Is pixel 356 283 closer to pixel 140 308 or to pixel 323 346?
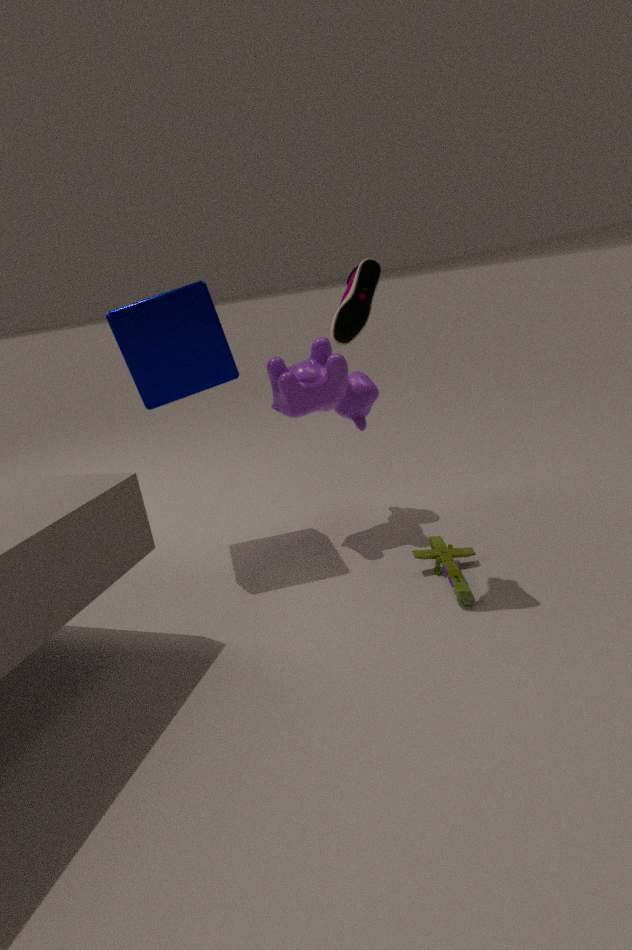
pixel 323 346
